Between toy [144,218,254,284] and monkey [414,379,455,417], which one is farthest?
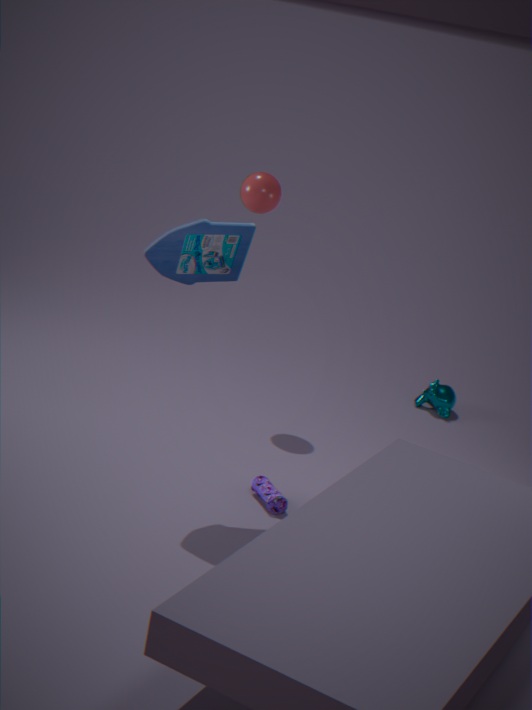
monkey [414,379,455,417]
